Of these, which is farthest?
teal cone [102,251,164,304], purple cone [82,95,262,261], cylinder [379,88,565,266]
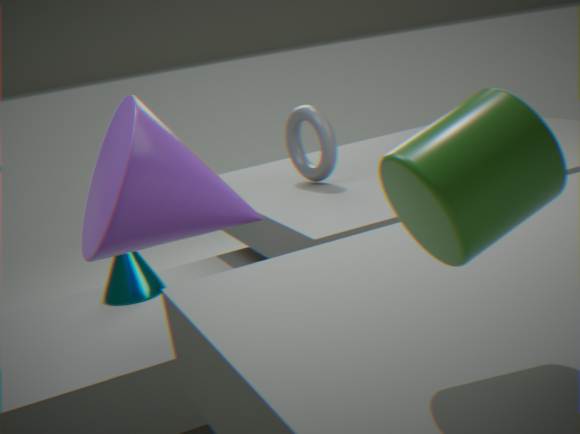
teal cone [102,251,164,304]
